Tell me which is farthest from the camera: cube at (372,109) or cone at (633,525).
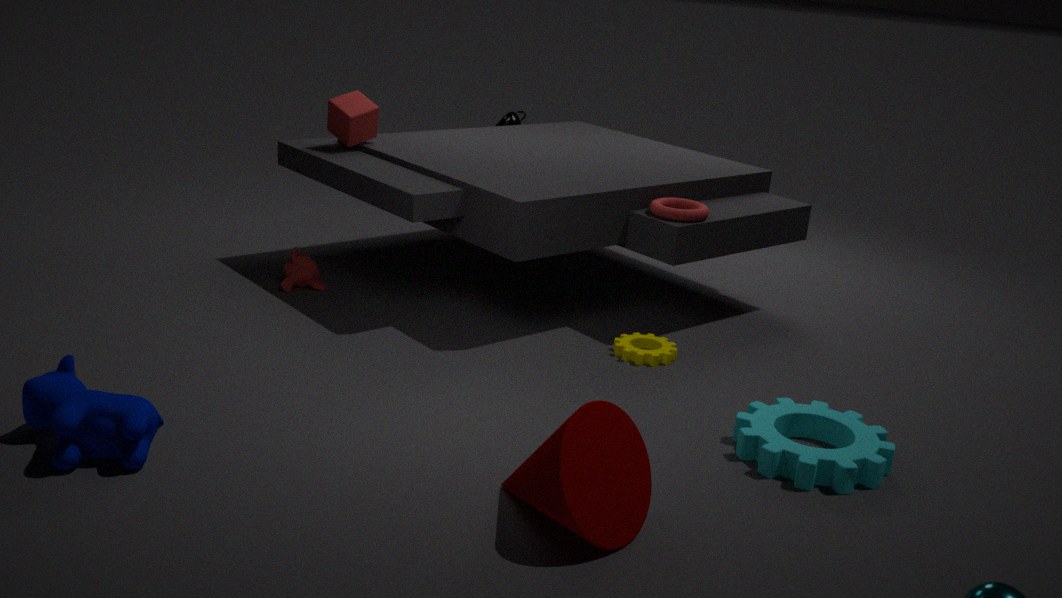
cube at (372,109)
